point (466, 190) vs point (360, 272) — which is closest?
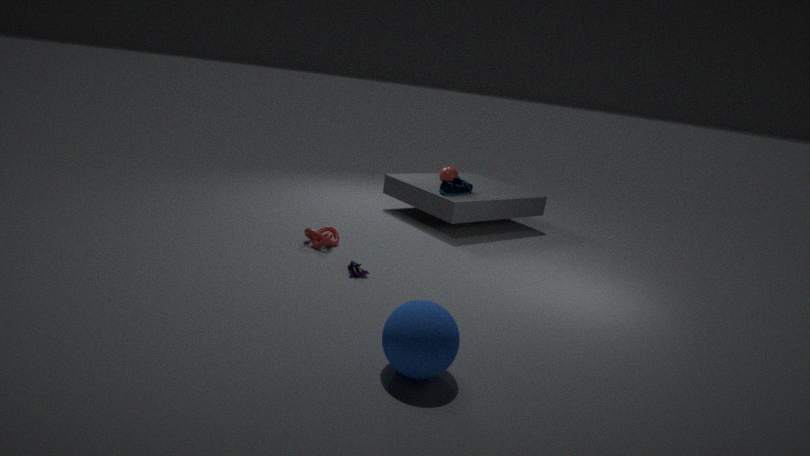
point (360, 272)
